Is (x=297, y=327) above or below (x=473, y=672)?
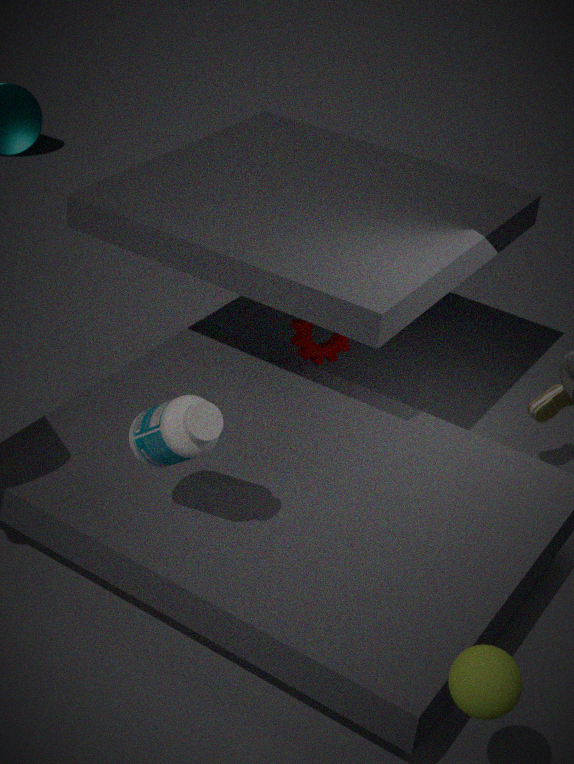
below
